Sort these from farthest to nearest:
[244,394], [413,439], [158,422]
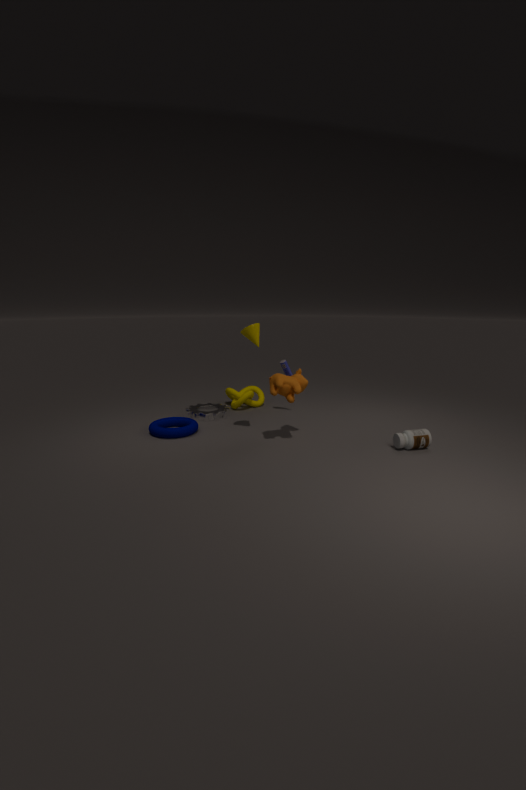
[244,394]
[158,422]
[413,439]
